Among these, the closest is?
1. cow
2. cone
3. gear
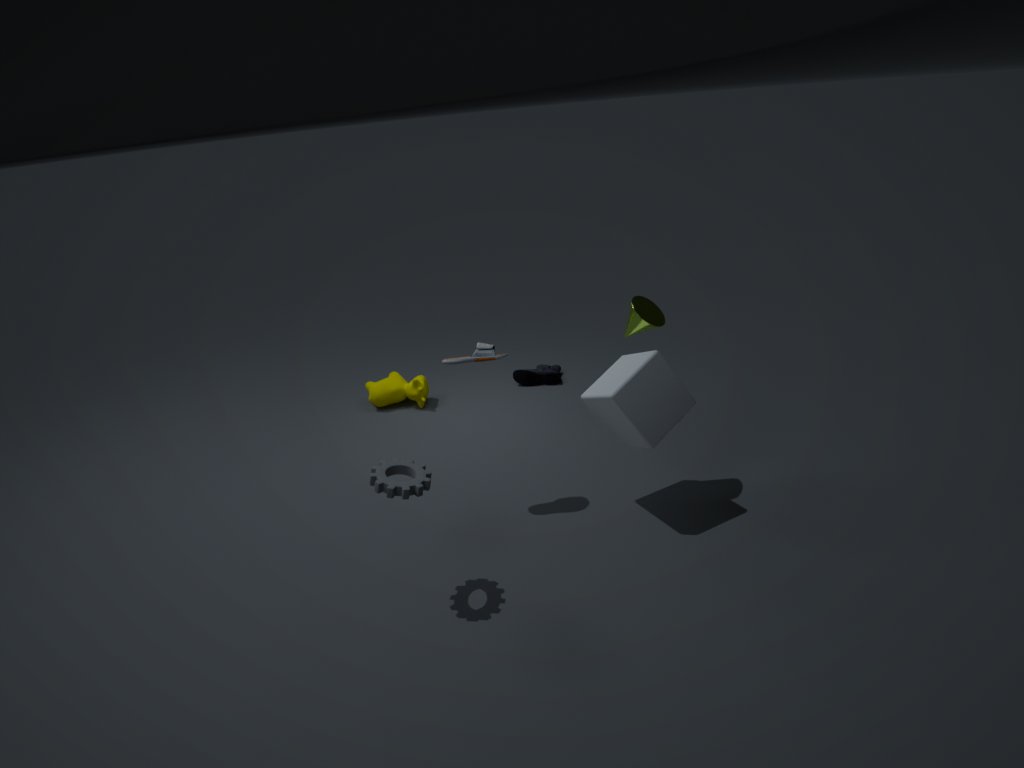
gear
